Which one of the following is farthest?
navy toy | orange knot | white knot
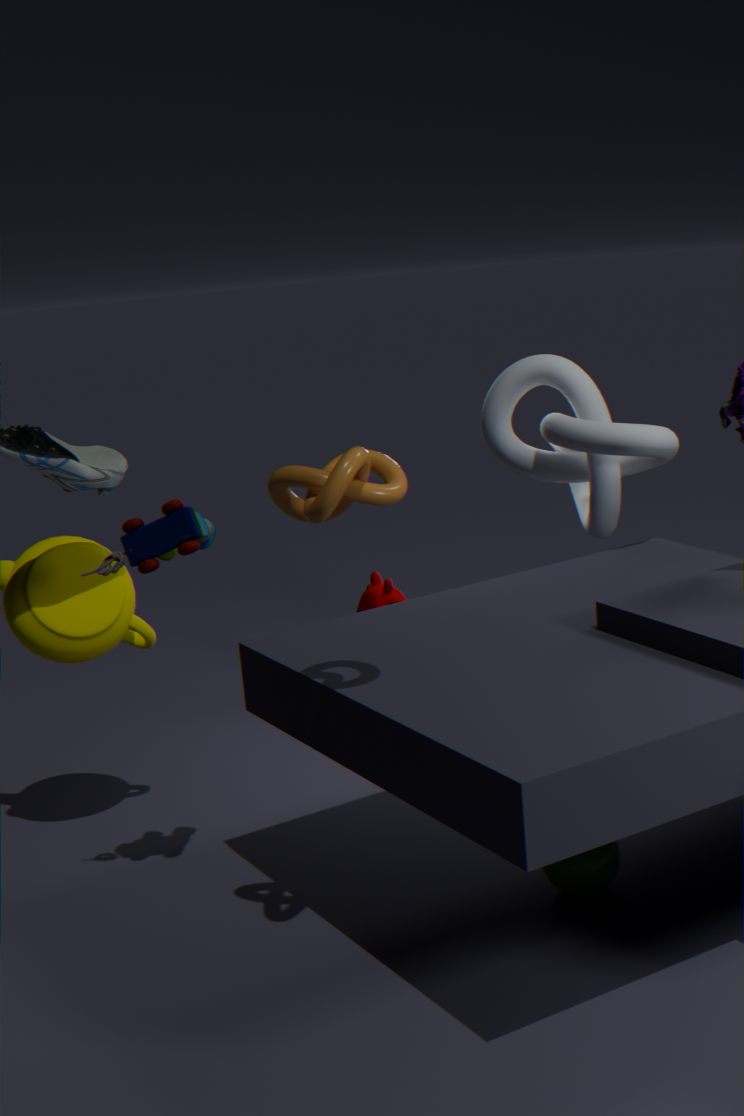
white knot
